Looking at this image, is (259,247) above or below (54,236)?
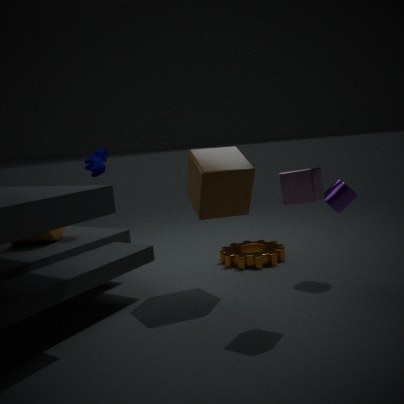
below
